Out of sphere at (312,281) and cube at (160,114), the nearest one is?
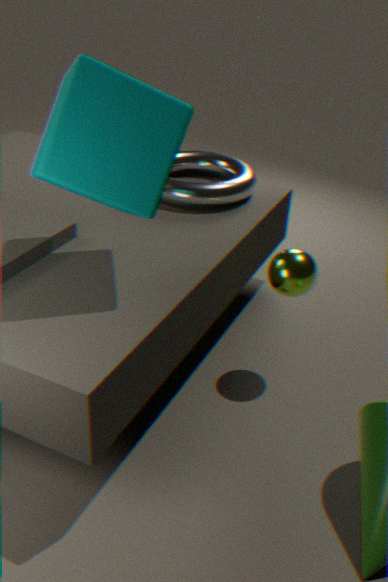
cube at (160,114)
